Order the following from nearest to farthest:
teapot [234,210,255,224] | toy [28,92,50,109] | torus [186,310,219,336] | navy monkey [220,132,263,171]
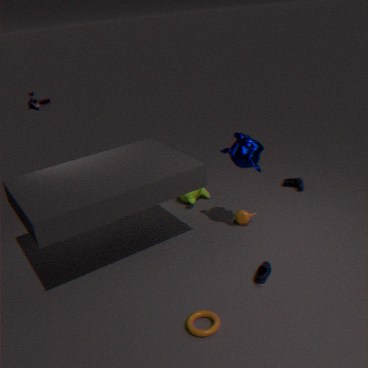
torus [186,310,219,336]
navy monkey [220,132,263,171]
teapot [234,210,255,224]
toy [28,92,50,109]
